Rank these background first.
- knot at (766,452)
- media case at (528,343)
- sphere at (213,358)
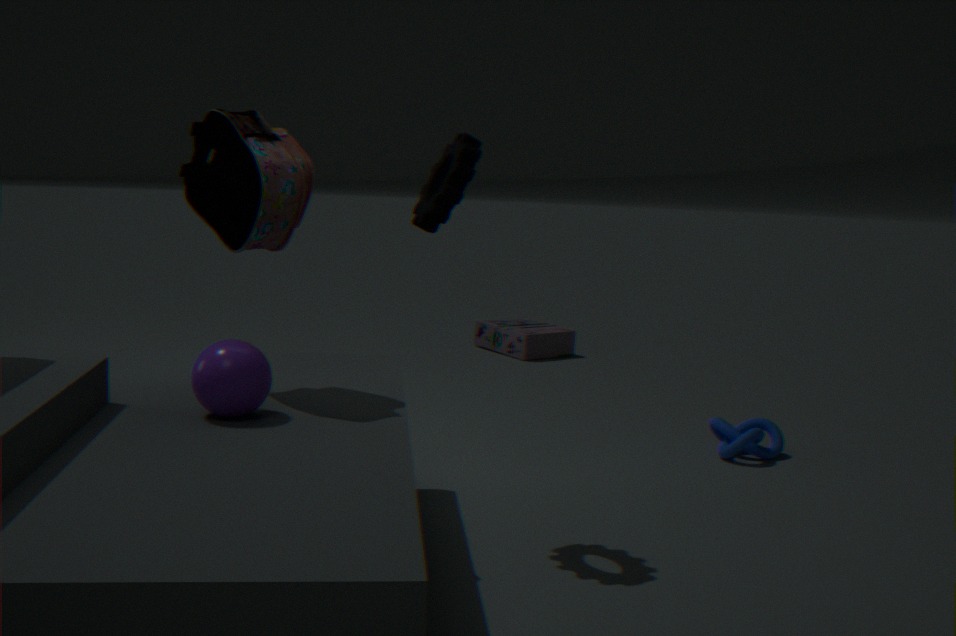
media case at (528,343)
knot at (766,452)
sphere at (213,358)
